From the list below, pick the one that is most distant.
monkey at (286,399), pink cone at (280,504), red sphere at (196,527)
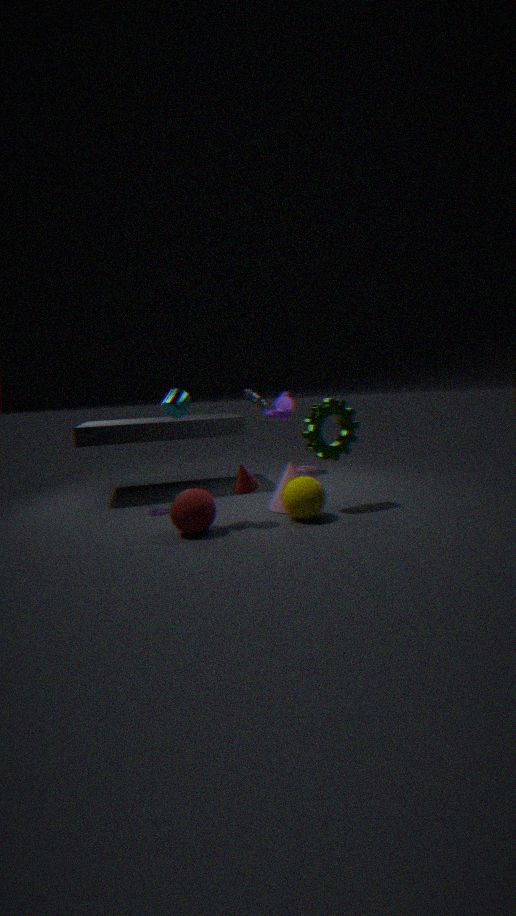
monkey at (286,399)
